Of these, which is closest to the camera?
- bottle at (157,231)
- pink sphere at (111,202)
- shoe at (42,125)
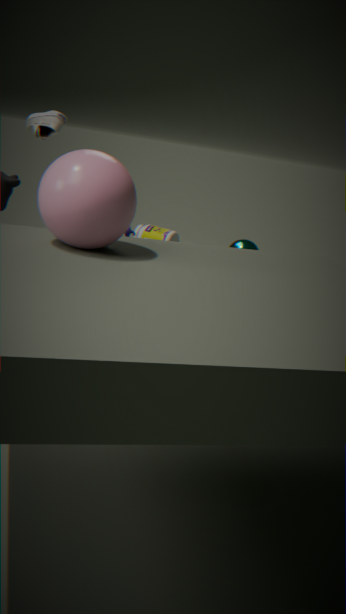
pink sphere at (111,202)
